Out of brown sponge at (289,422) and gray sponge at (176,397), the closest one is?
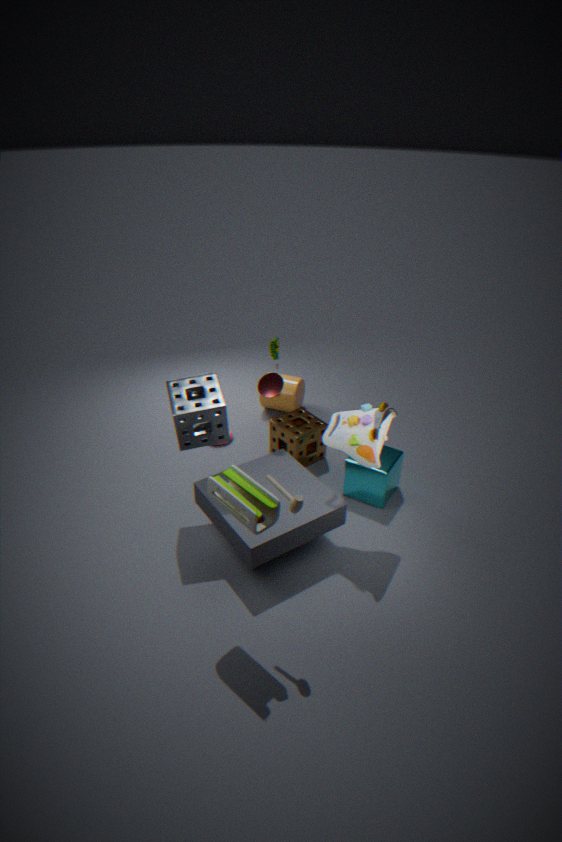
gray sponge at (176,397)
